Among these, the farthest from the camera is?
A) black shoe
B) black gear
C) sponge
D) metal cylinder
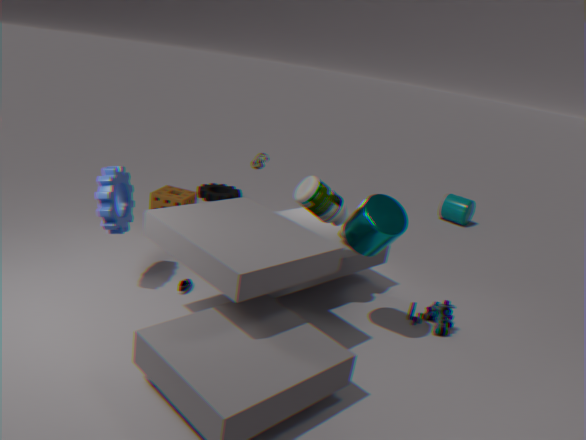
black gear
